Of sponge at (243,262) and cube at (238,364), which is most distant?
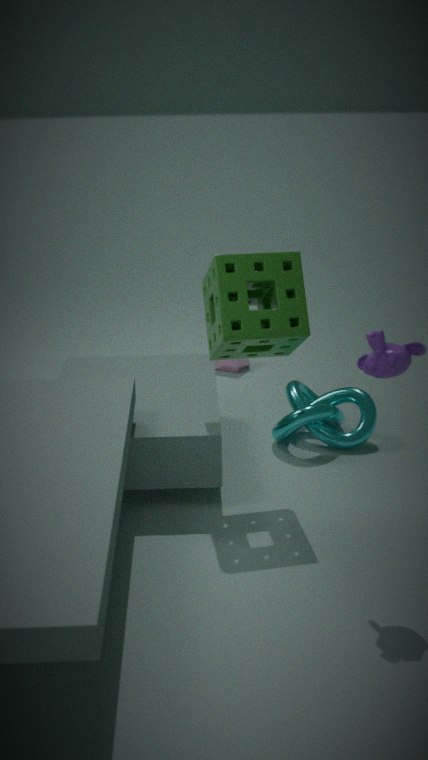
cube at (238,364)
